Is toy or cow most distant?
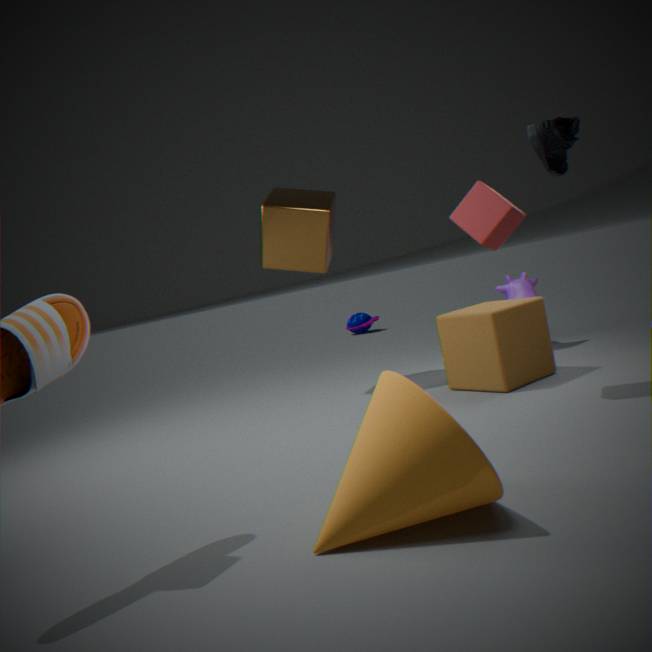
toy
